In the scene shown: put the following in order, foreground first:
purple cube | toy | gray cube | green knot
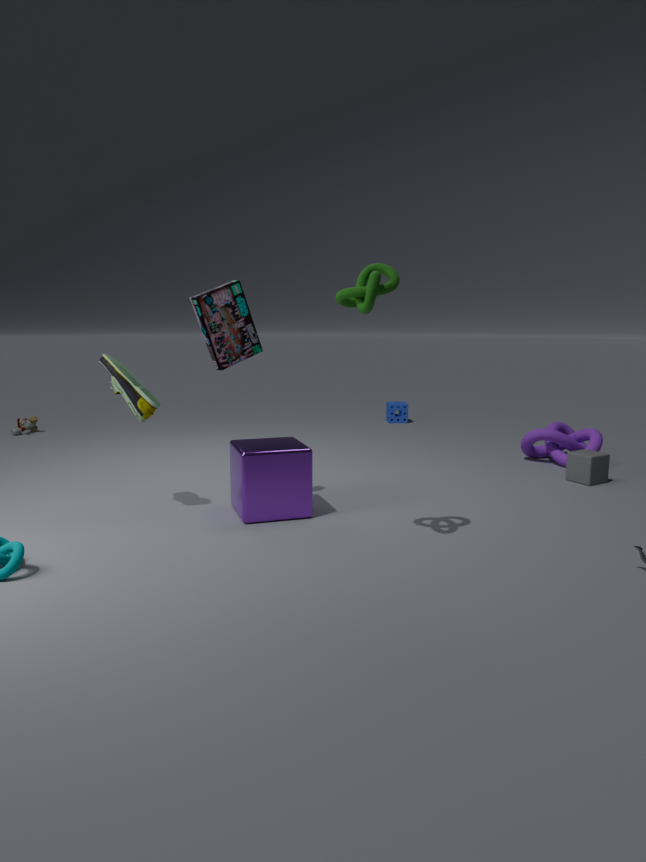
1. green knot
2. purple cube
3. gray cube
4. toy
